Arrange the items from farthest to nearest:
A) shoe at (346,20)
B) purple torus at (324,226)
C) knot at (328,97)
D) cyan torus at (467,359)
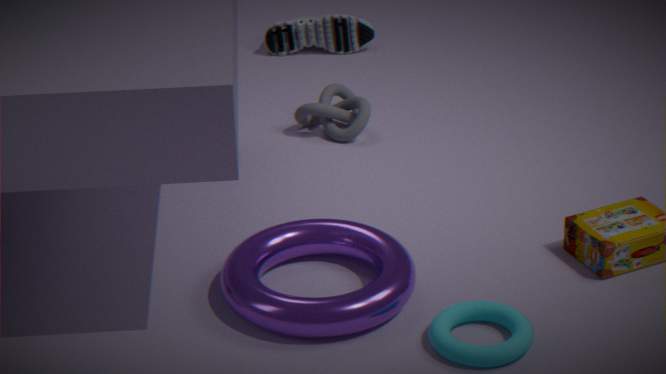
1. shoe at (346,20)
2. knot at (328,97)
3. purple torus at (324,226)
4. cyan torus at (467,359)
